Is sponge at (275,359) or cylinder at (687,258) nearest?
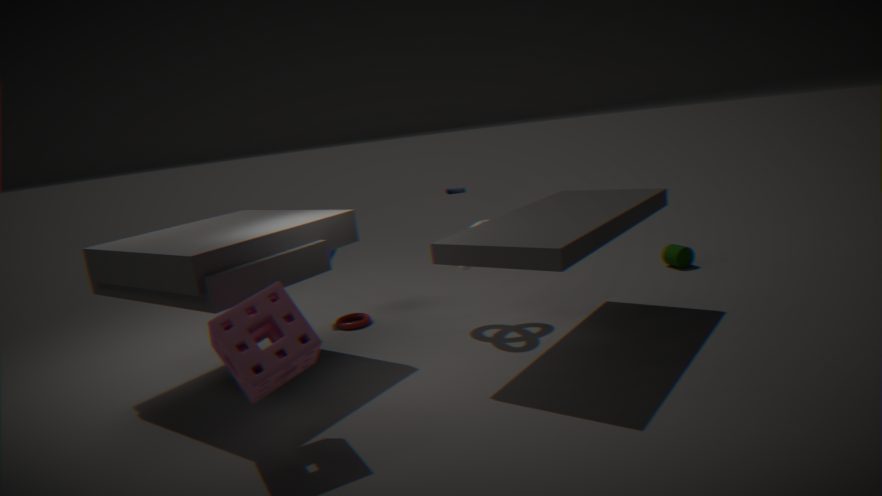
sponge at (275,359)
